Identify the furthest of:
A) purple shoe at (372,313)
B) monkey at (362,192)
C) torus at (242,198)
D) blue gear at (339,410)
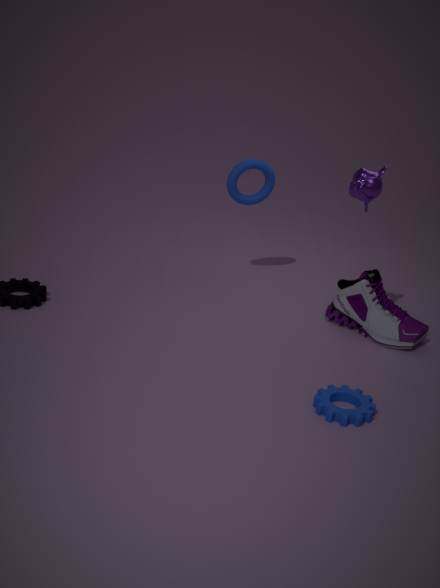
C. torus at (242,198)
